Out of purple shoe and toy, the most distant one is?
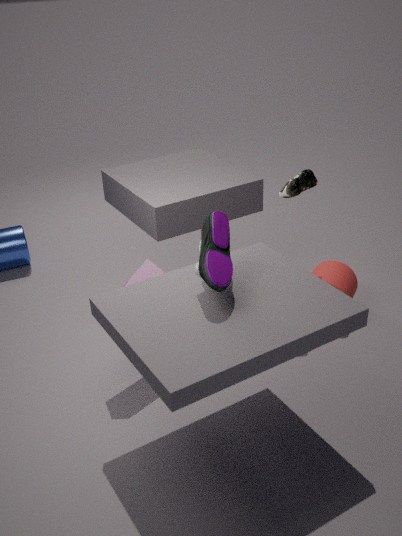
toy
